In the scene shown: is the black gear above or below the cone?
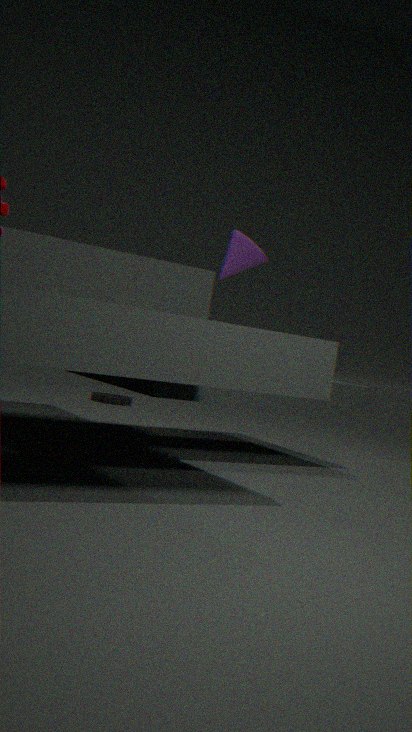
below
